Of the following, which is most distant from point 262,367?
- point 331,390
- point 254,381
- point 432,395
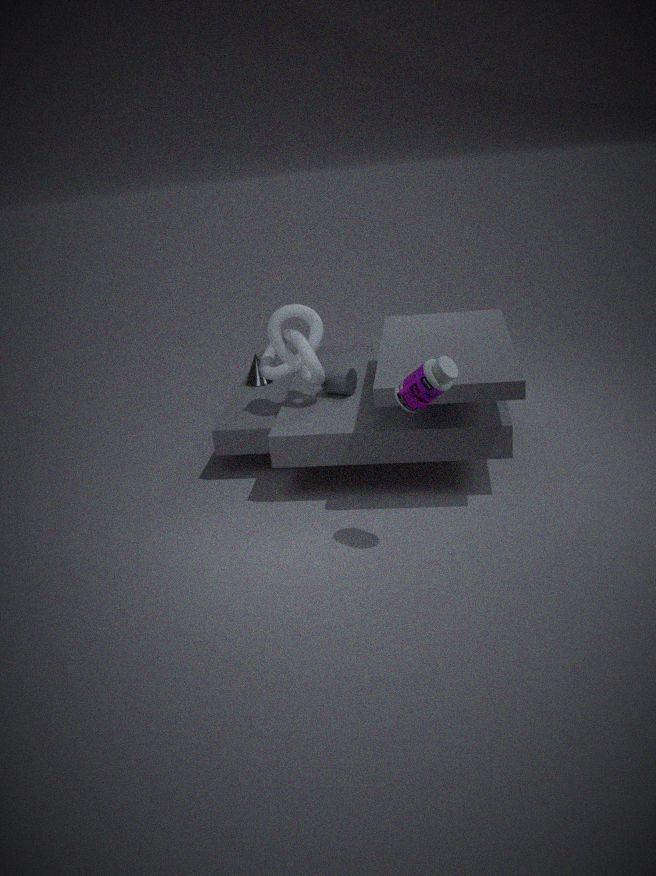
point 432,395
